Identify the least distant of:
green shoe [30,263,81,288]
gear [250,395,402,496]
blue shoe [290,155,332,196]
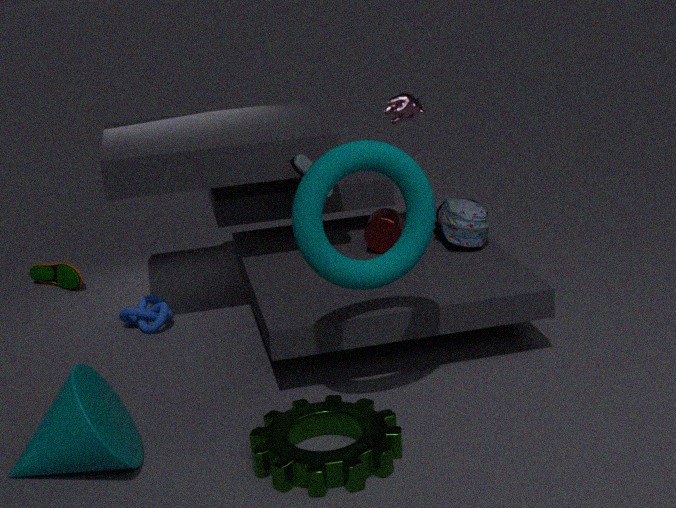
gear [250,395,402,496]
